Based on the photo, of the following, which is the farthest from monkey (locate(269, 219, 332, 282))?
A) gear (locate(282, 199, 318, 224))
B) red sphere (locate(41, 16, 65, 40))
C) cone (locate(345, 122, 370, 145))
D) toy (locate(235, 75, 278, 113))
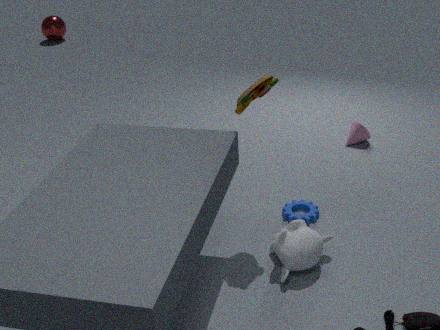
red sphere (locate(41, 16, 65, 40))
